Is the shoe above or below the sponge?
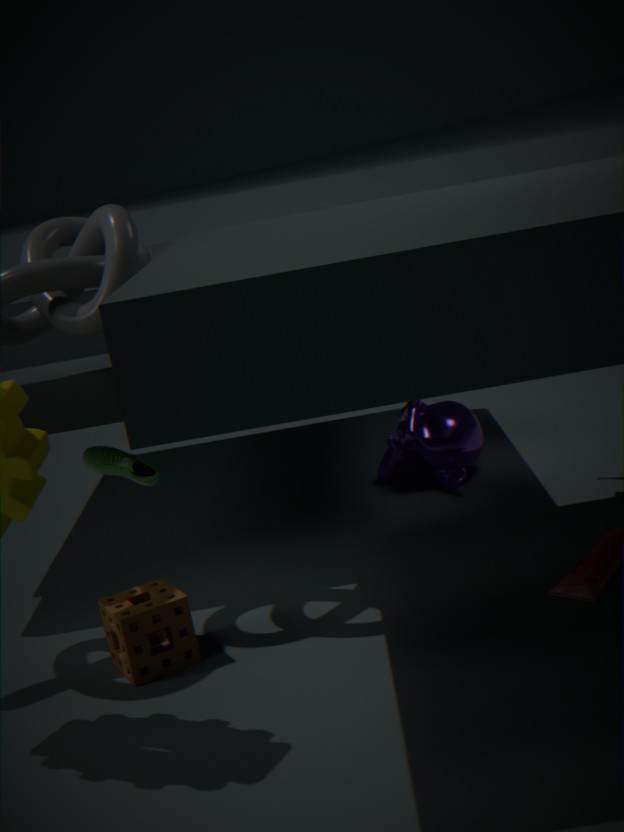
above
